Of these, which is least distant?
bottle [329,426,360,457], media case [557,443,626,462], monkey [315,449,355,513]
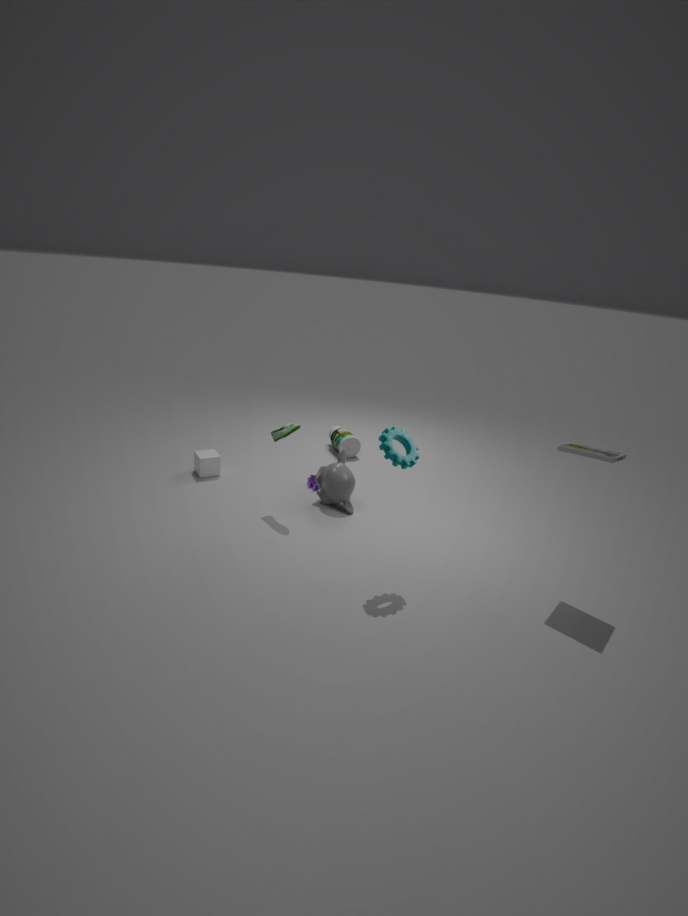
media case [557,443,626,462]
